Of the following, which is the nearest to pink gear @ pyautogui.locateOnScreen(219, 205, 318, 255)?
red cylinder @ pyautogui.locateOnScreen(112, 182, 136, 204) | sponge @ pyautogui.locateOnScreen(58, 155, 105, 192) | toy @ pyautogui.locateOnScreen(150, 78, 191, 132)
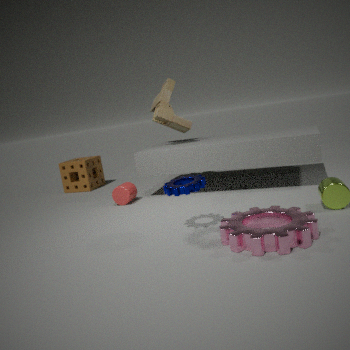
red cylinder @ pyautogui.locateOnScreen(112, 182, 136, 204)
